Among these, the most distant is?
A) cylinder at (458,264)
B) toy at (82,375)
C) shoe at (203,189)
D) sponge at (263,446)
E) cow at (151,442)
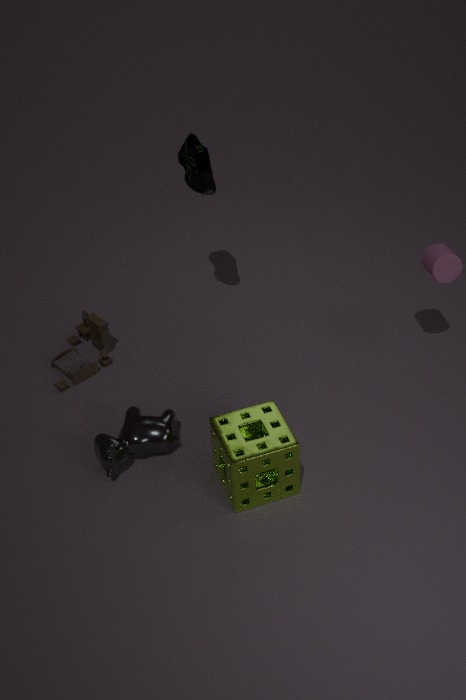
toy at (82,375)
